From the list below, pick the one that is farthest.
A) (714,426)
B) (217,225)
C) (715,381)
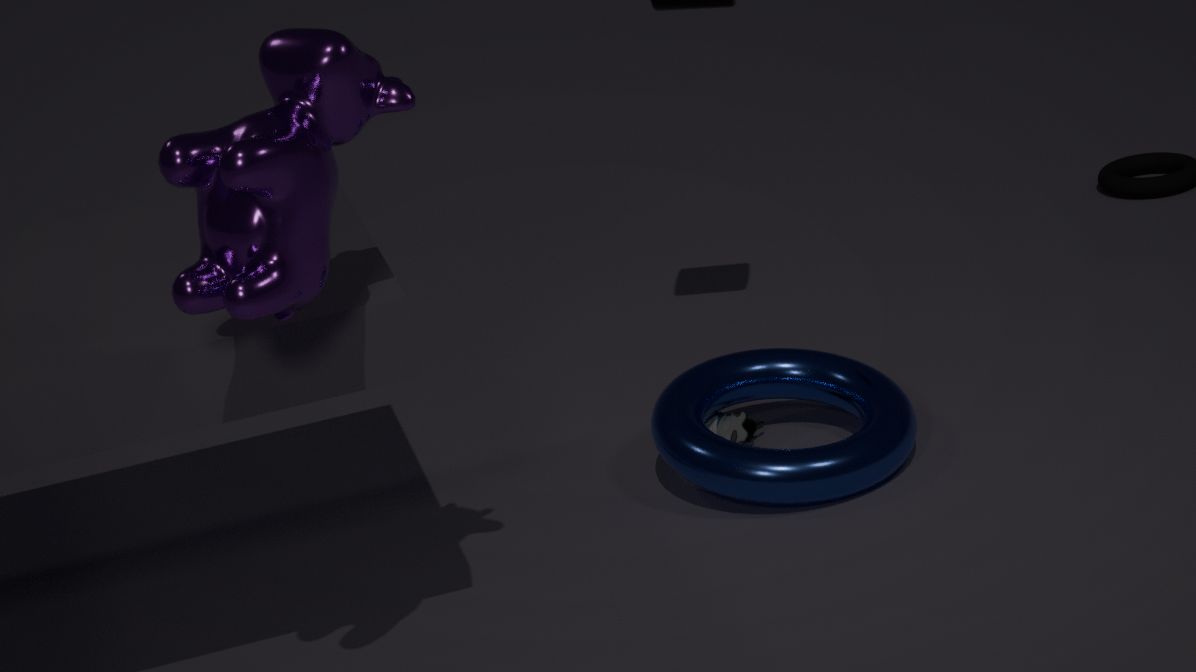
(714,426)
